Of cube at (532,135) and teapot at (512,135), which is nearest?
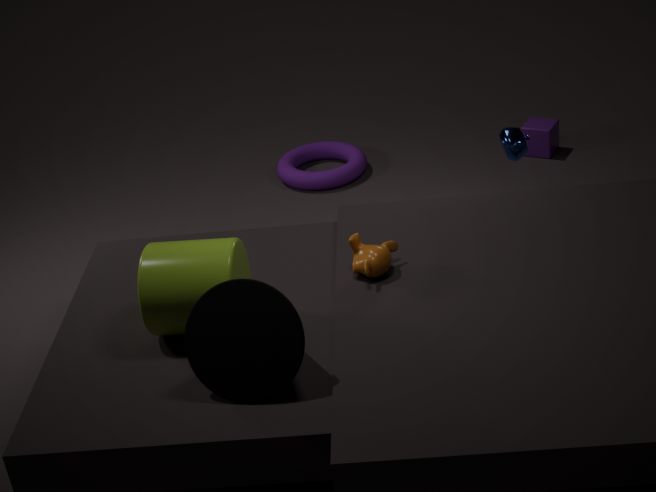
teapot at (512,135)
